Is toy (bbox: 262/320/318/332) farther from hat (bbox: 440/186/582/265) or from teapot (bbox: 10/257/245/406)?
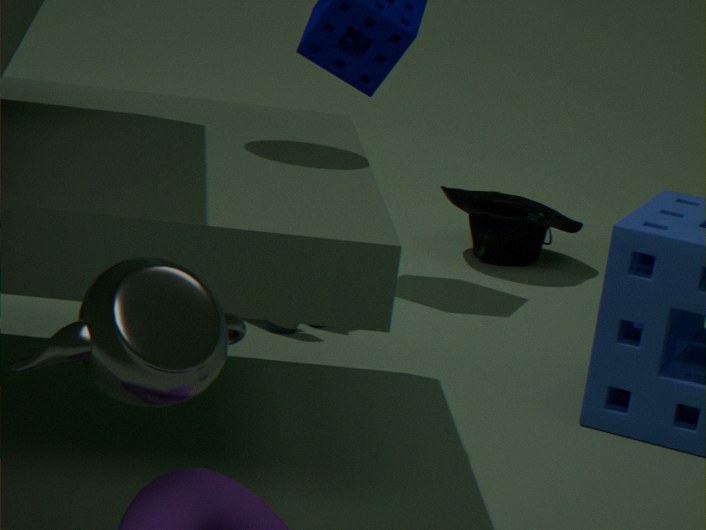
teapot (bbox: 10/257/245/406)
